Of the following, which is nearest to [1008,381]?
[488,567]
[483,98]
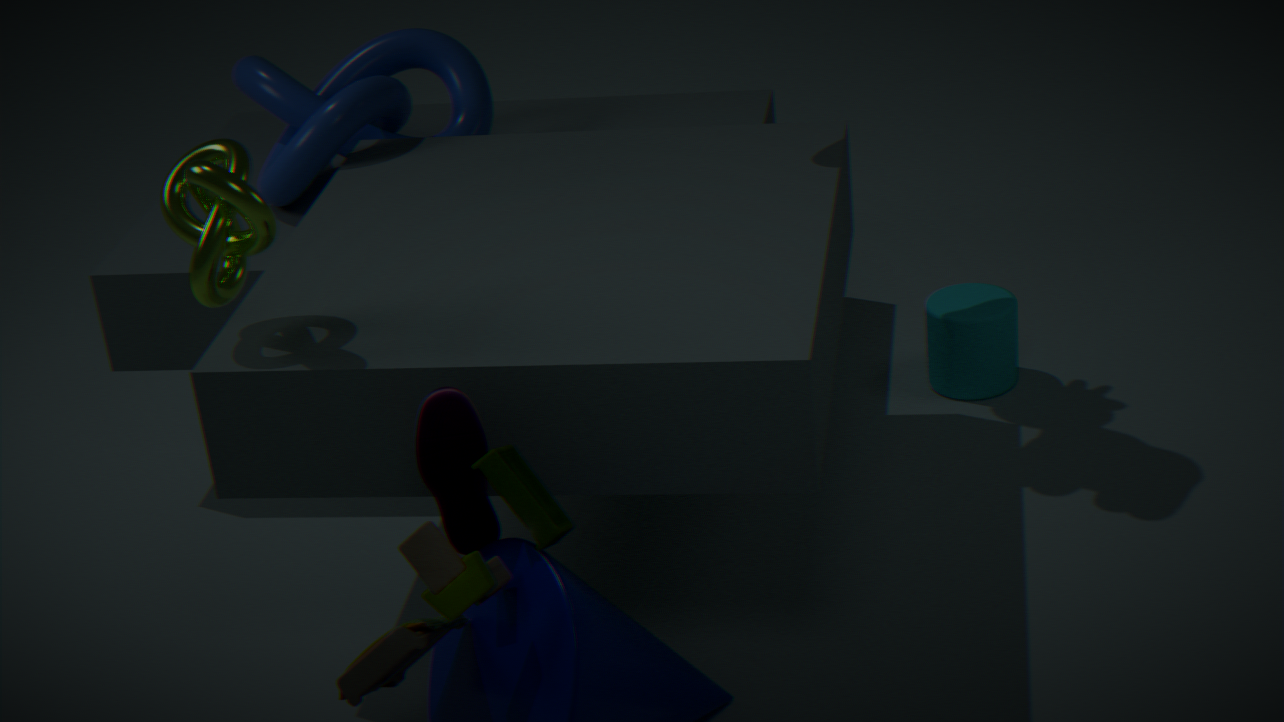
[483,98]
